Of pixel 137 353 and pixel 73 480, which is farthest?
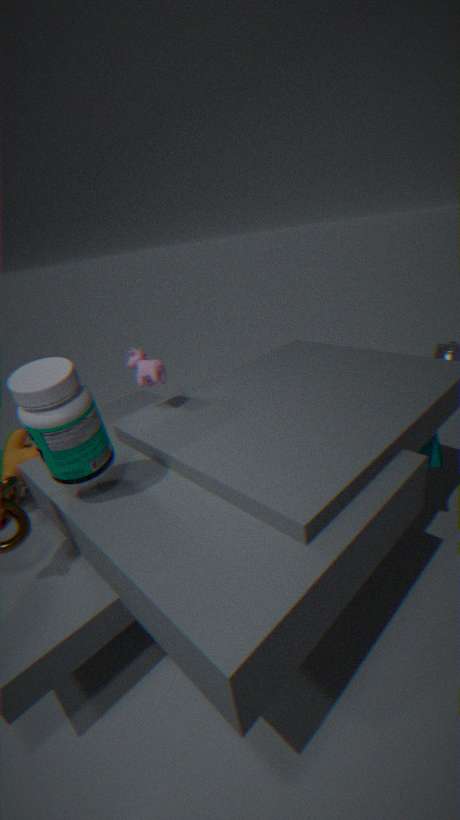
pixel 137 353
